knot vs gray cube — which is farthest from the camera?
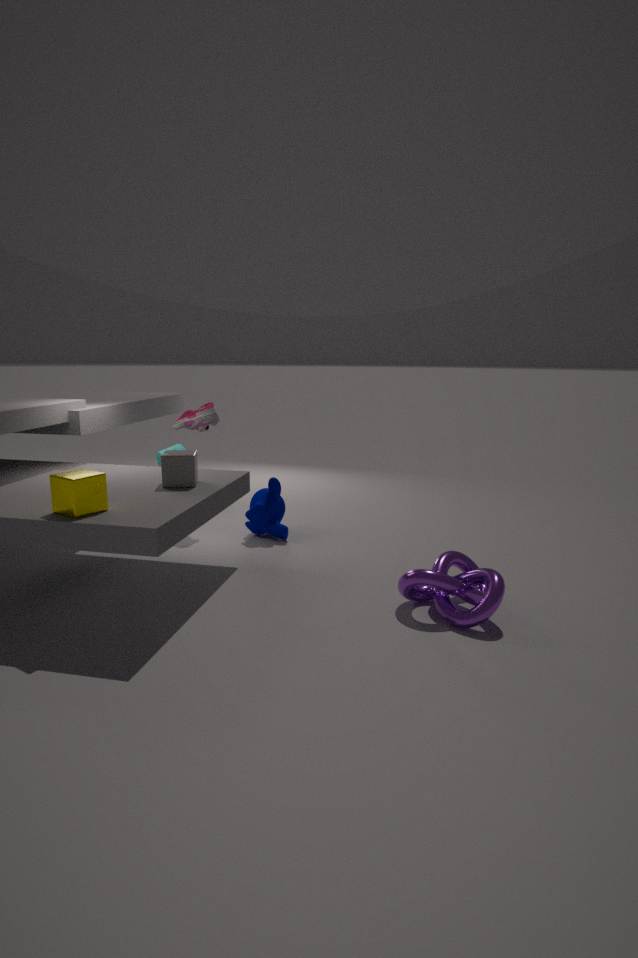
gray cube
